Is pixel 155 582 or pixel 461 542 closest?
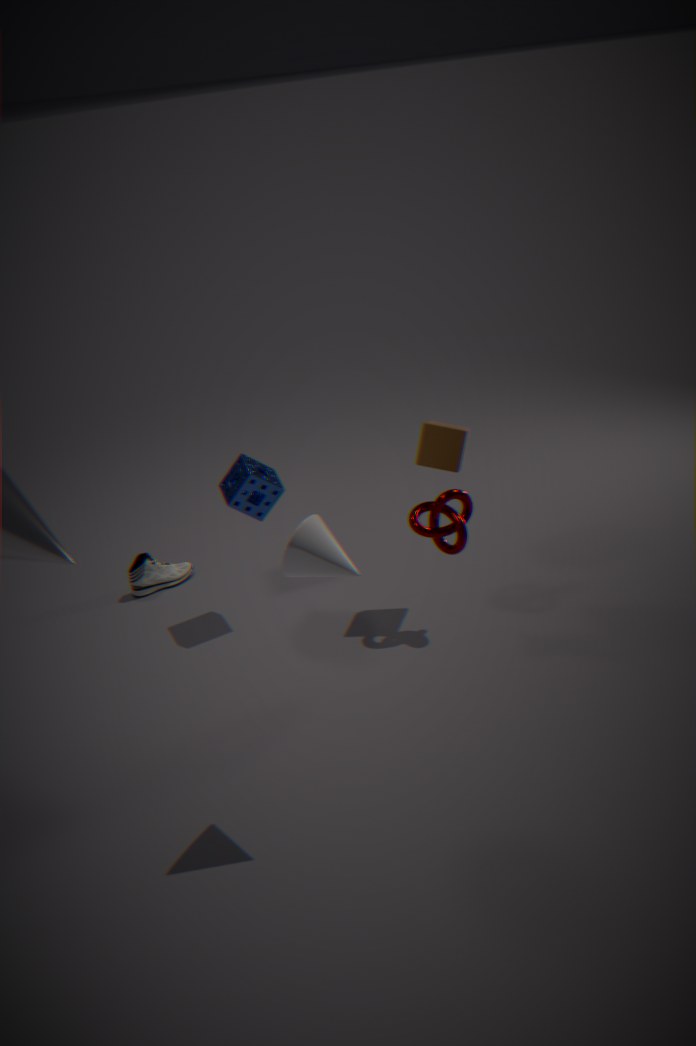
pixel 461 542
